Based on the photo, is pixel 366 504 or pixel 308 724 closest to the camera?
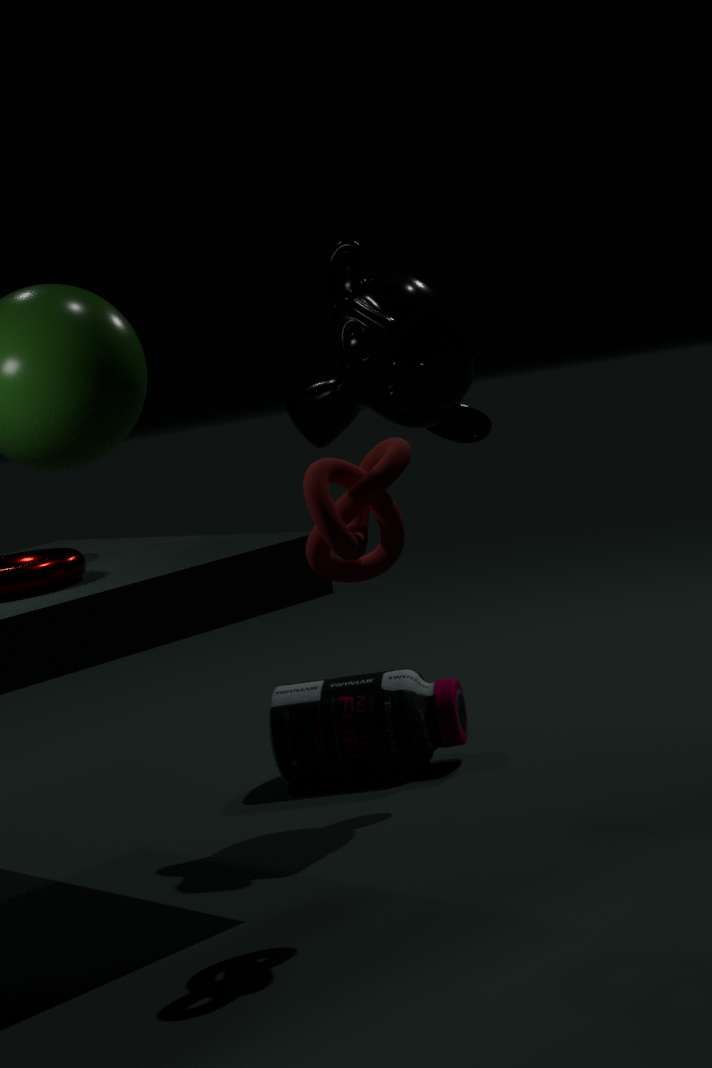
pixel 366 504
